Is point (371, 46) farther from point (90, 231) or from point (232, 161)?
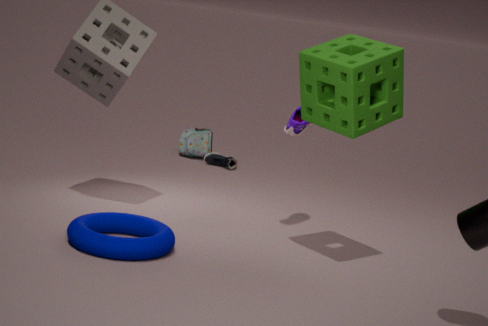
point (232, 161)
